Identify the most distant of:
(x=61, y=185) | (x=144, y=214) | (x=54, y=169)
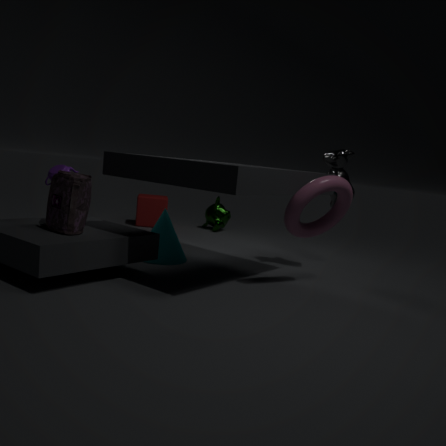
(x=144, y=214)
